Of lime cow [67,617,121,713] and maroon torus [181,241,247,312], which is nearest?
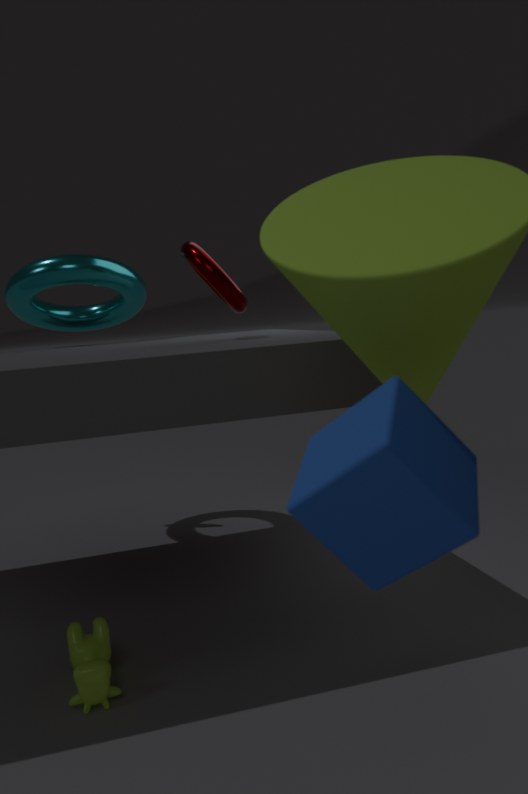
lime cow [67,617,121,713]
